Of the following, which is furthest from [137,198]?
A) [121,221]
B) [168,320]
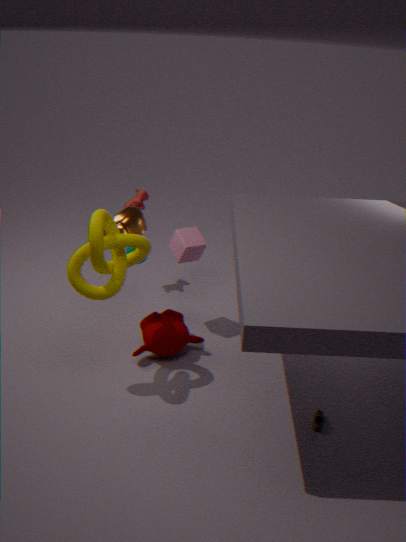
[168,320]
